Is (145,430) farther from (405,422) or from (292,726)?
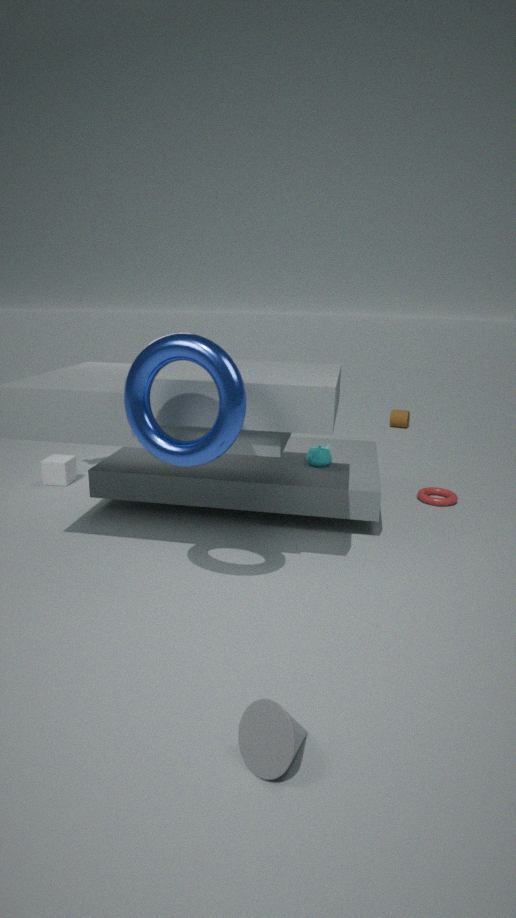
(405,422)
